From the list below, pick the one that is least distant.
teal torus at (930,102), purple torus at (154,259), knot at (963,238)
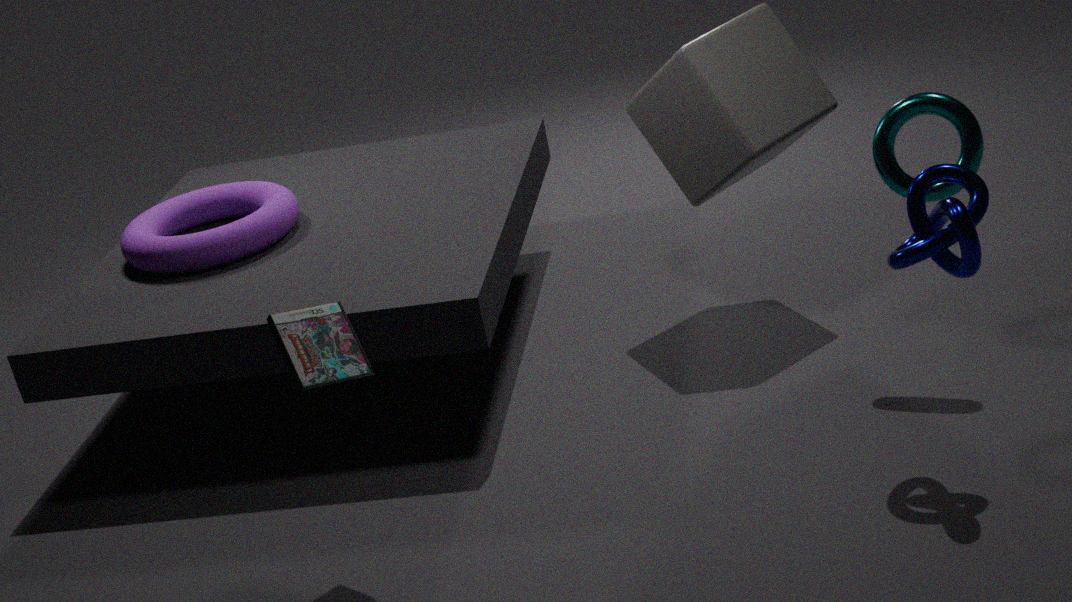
knot at (963,238)
